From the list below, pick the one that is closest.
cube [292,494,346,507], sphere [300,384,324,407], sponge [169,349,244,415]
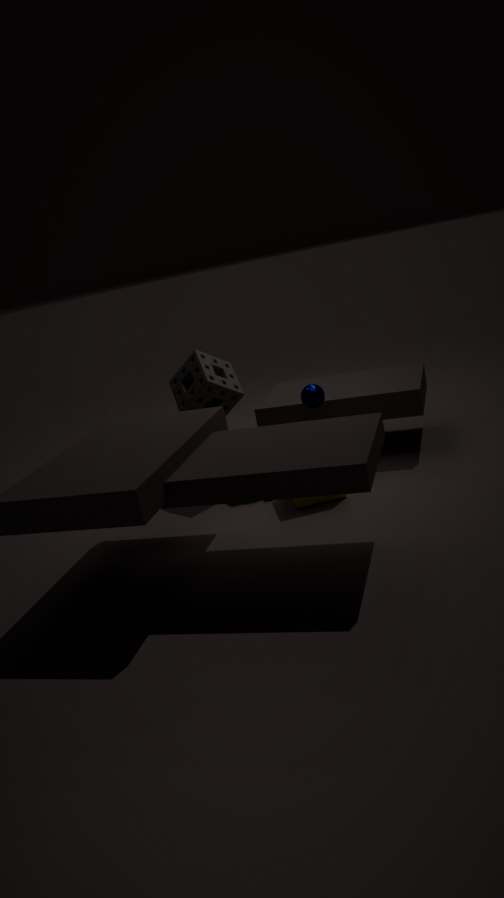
cube [292,494,346,507]
